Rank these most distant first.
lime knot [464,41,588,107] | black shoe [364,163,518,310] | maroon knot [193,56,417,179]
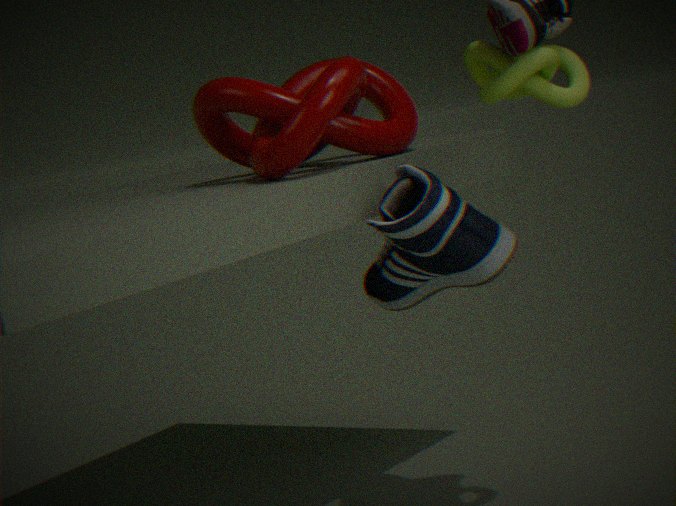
1. maroon knot [193,56,417,179]
2. black shoe [364,163,518,310]
3. lime knot [464,41,588,107]
